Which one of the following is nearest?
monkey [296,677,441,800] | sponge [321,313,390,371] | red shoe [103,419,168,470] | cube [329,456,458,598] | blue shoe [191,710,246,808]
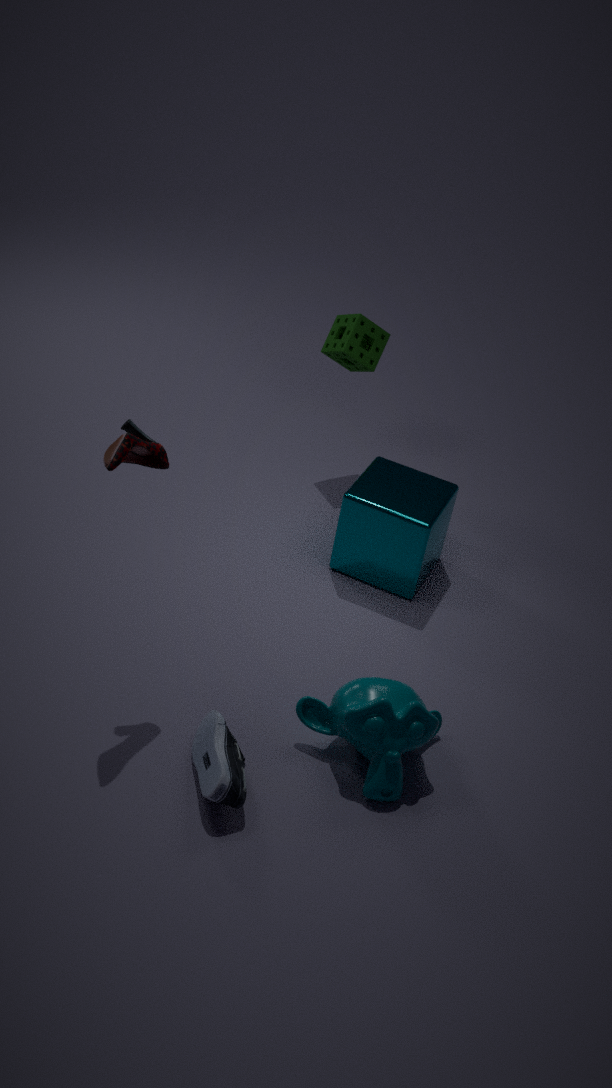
red shoe [103,419,168,470]
